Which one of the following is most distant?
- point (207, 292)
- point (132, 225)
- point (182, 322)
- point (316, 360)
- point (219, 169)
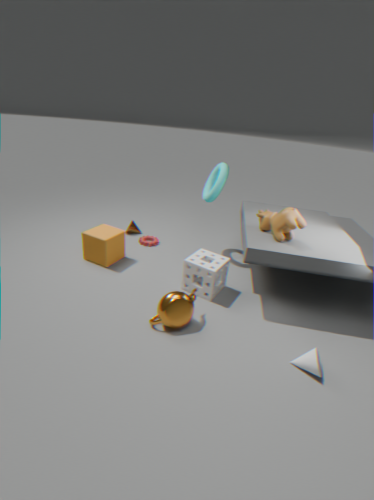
point (132, 225)
